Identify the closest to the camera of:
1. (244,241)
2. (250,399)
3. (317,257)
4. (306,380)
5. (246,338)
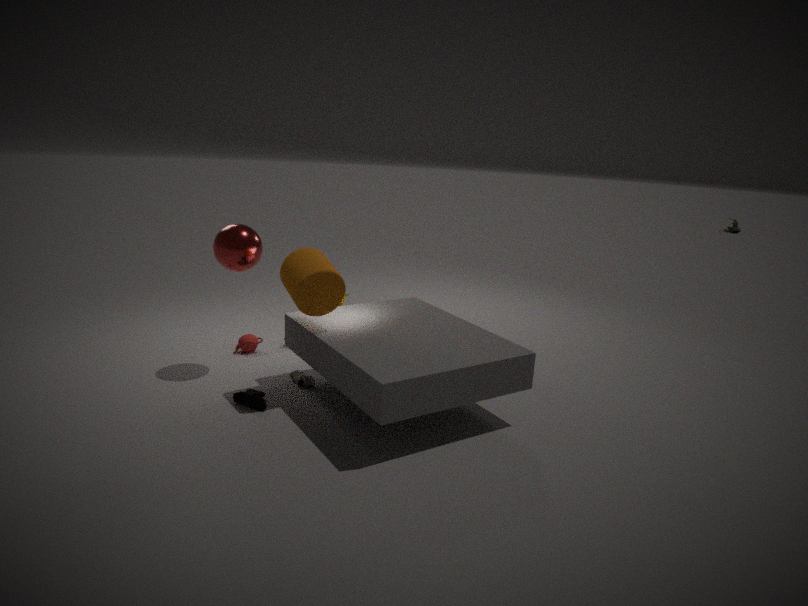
(317,257)
